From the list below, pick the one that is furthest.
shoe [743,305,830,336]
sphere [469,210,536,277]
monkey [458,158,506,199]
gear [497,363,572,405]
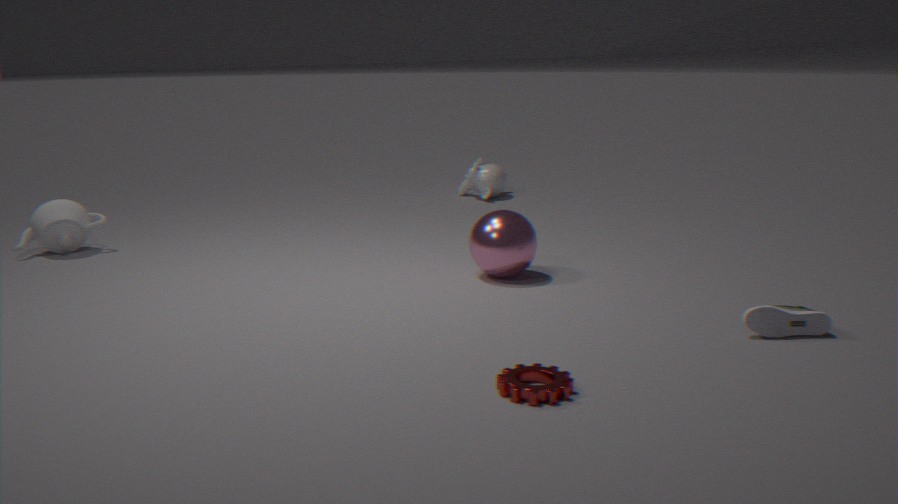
monkey [458,158,506,199]
